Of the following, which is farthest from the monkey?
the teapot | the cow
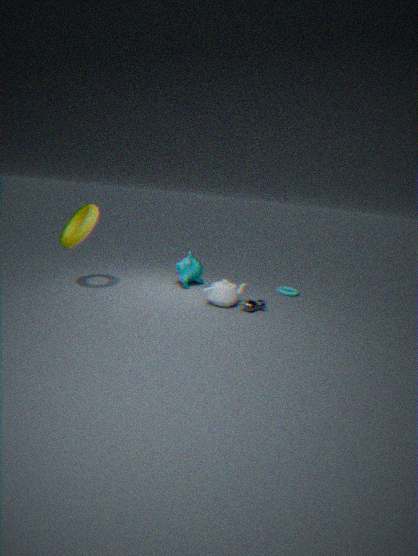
the cow
